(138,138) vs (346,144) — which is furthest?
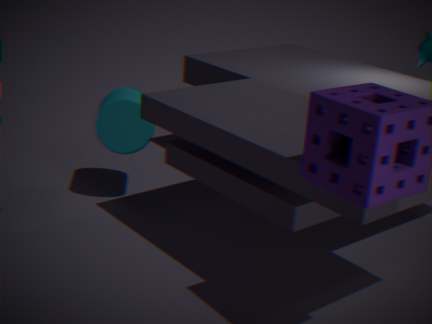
(138,138)
